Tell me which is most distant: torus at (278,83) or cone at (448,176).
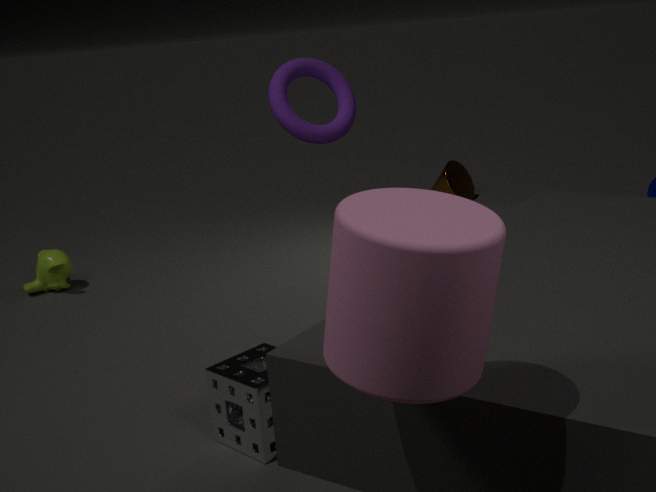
cone at (448,176)
